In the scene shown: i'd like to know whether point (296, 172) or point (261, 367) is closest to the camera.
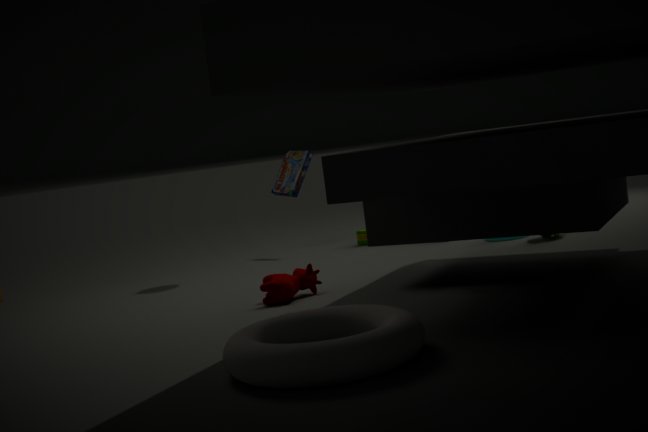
point (261, 367)
